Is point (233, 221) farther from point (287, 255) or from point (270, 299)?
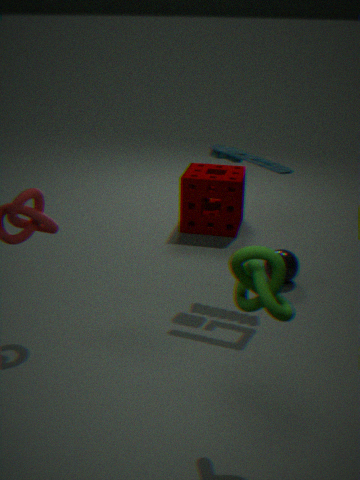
point (270, 299)
